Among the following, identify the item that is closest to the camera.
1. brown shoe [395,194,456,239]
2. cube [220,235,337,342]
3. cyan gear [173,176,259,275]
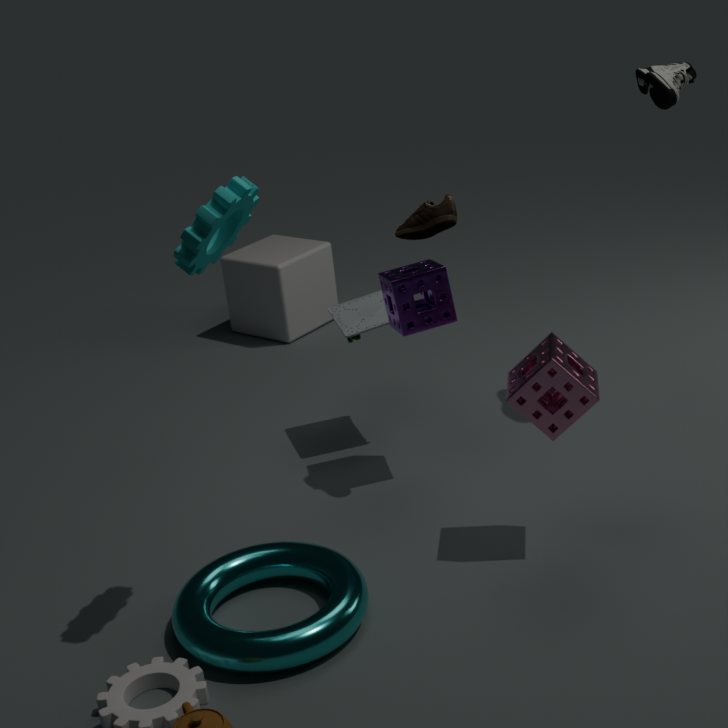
cyan gear [173,176,259,275]
